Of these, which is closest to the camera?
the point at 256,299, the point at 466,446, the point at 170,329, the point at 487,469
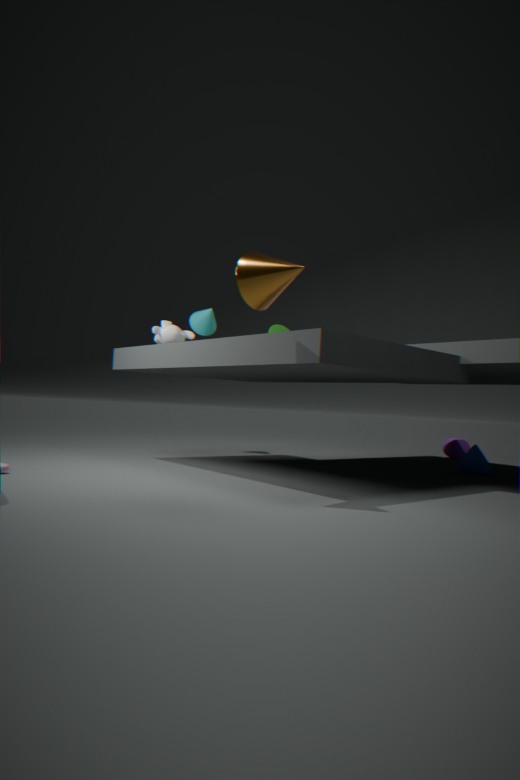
the point at 256,299
